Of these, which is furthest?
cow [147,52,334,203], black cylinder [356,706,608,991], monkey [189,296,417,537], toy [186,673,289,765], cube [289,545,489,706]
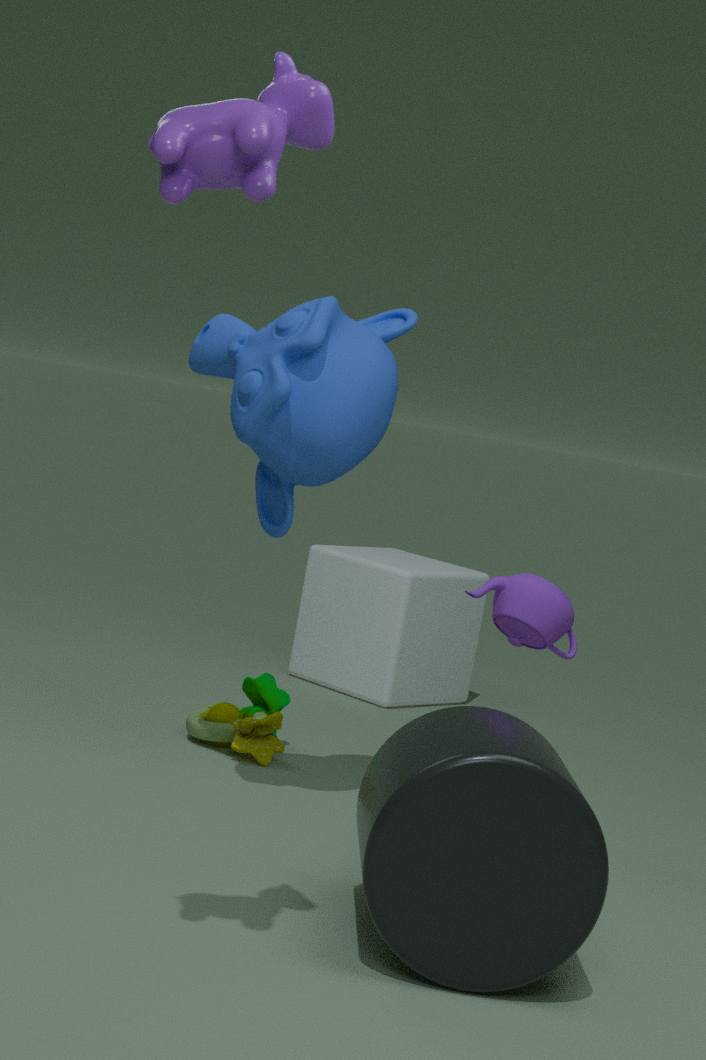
cube [289,545,489,706]
